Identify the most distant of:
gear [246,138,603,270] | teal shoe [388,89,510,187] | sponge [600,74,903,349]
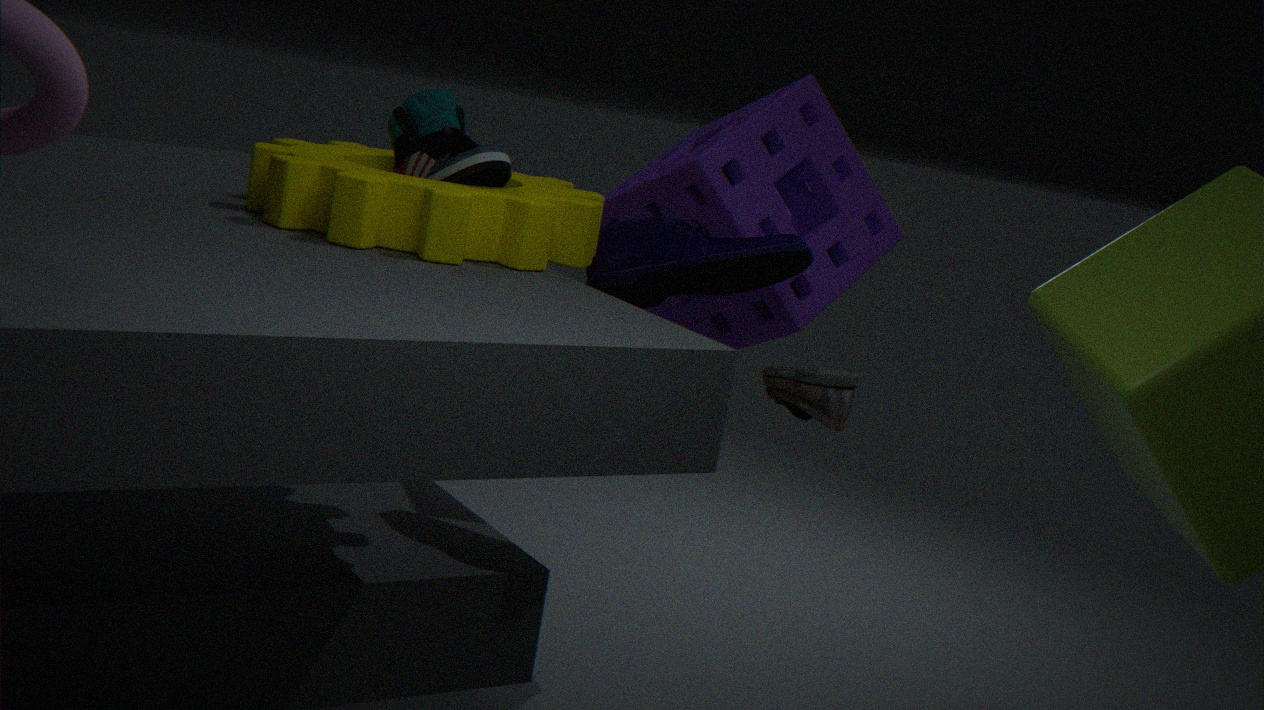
sponge [600,74,903,349]
